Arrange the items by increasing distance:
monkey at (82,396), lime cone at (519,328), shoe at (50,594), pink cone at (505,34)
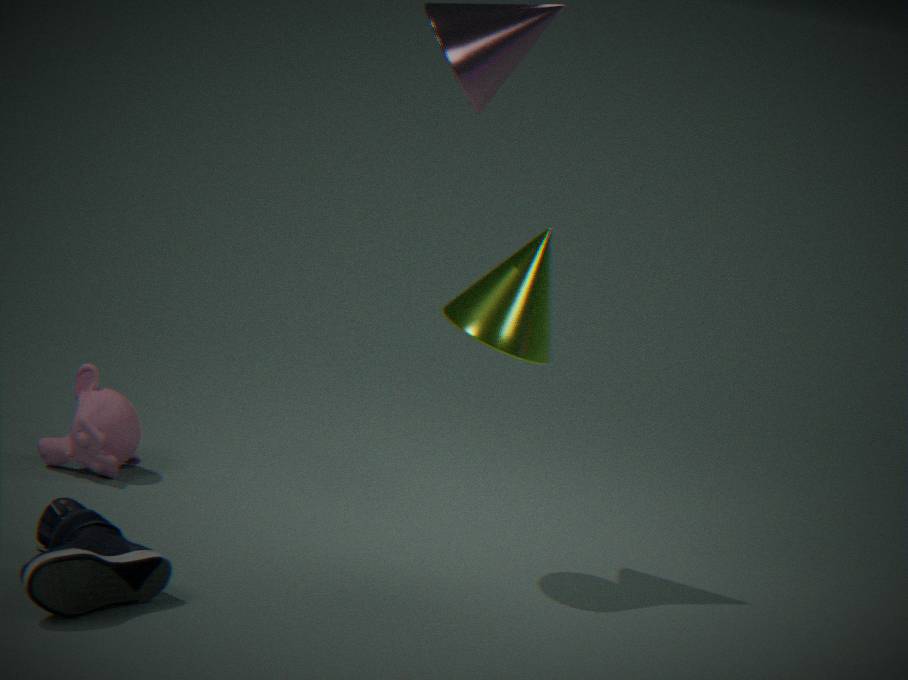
shoe at (50,594), pink cone at (505,34), lime cone at (519,328), monkey at (82,396)
